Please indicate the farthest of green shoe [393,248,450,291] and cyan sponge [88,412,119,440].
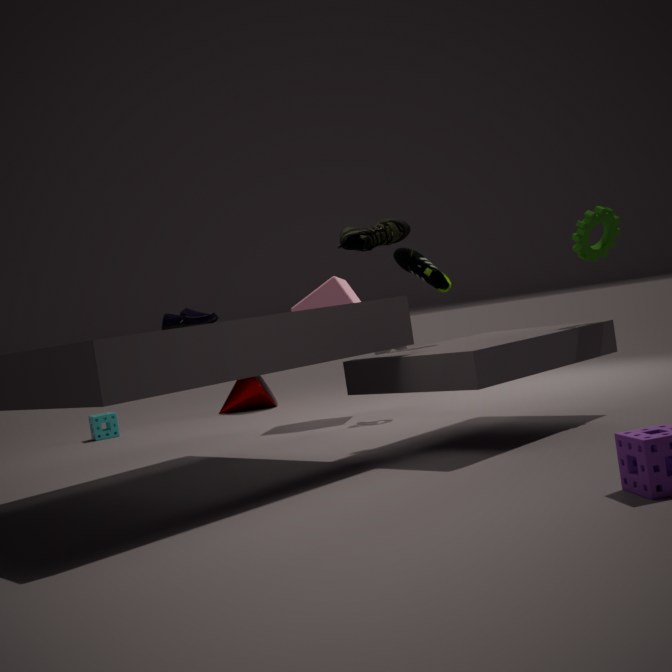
cyan sponge [88,412,119,440]
